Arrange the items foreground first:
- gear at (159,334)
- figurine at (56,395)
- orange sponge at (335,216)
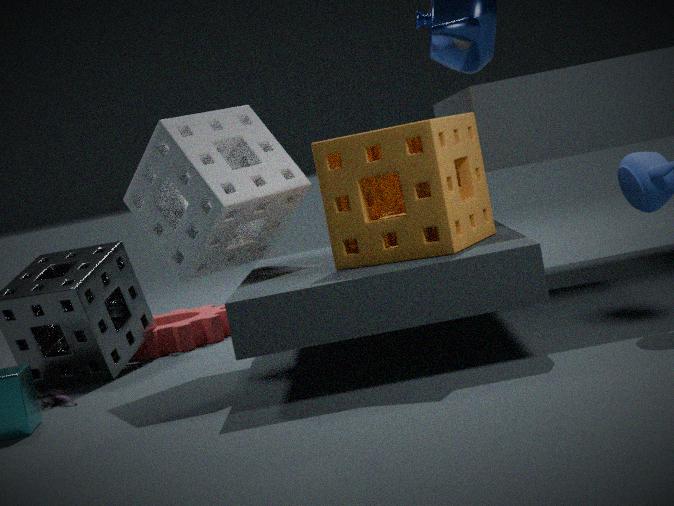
1. orange sponge at (335,216)
2. figurine at (56,395)
3. gear at (159,334)
